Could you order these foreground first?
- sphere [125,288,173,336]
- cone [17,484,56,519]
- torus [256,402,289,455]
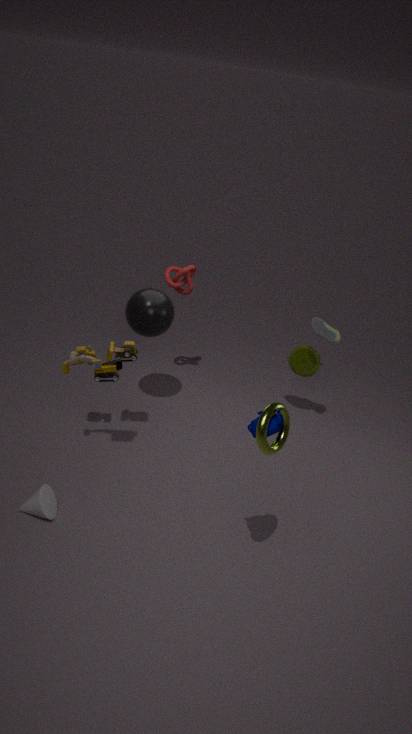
torus [256,402,289,455]
cone [17,484,56,519]
sphere [125,288,173,336]
